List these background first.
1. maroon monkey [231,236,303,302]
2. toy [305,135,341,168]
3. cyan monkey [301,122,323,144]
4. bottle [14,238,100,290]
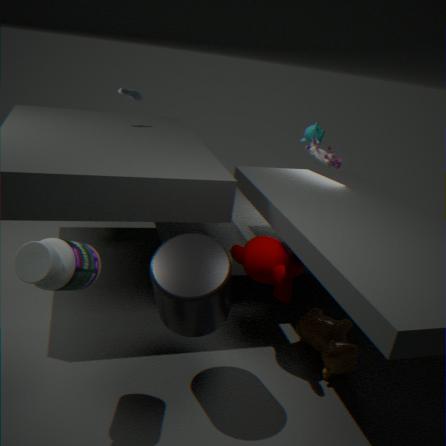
cyan monkey [301,122,323,144] → toy [305,135,341,168] → maroon monkey [231,236,303,302] → bottle [14,238,100,290]
